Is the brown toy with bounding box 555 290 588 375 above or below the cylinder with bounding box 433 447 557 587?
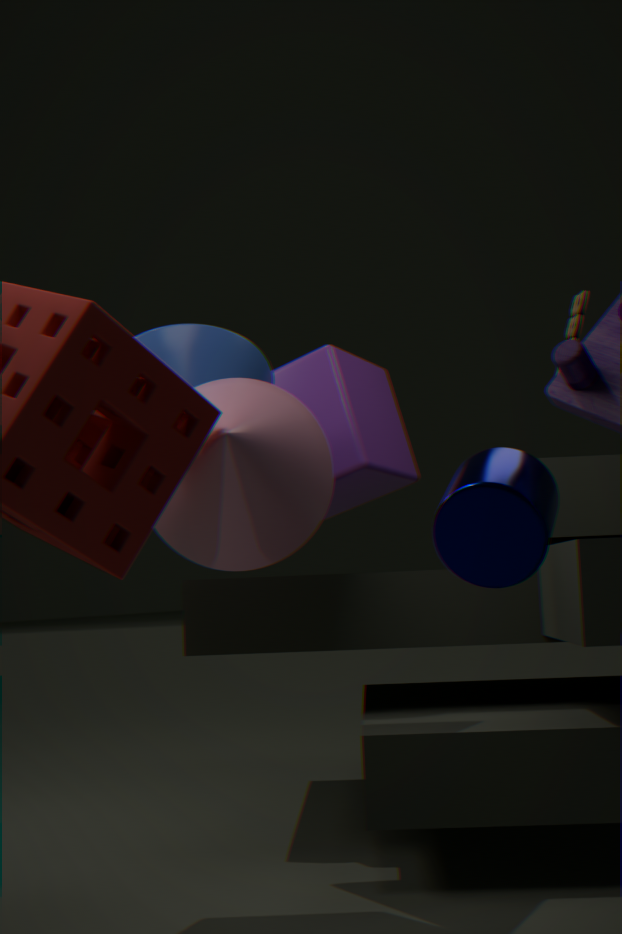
above
